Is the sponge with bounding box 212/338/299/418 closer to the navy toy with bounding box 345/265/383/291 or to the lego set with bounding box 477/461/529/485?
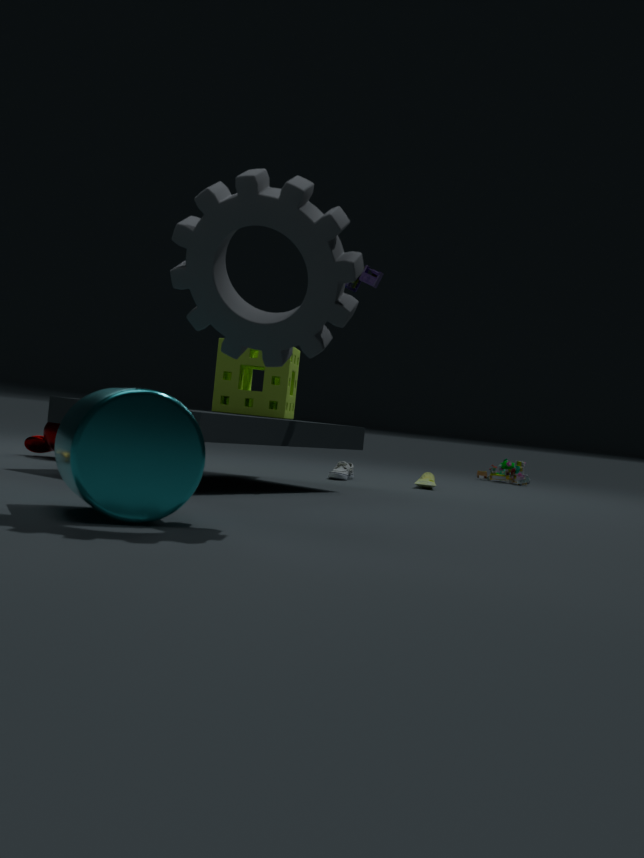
the navy toy with bounding box 345/265/383/291
